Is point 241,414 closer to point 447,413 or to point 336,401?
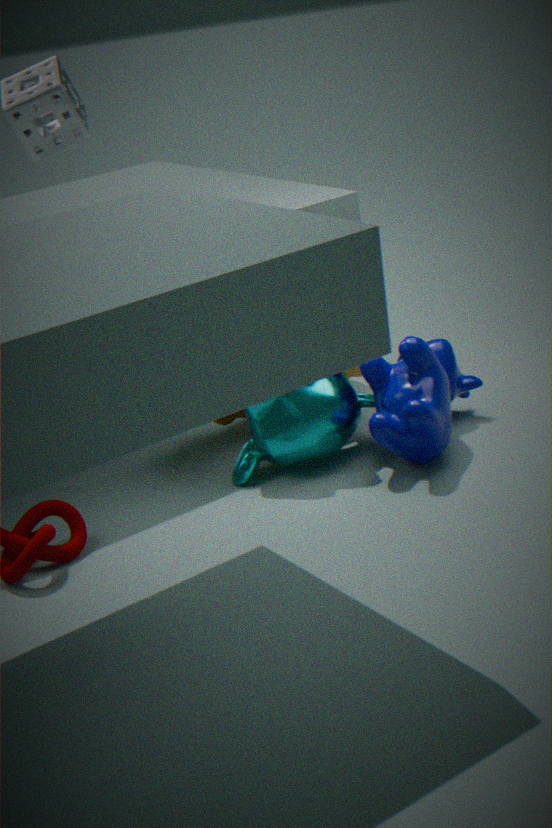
point 336,401
